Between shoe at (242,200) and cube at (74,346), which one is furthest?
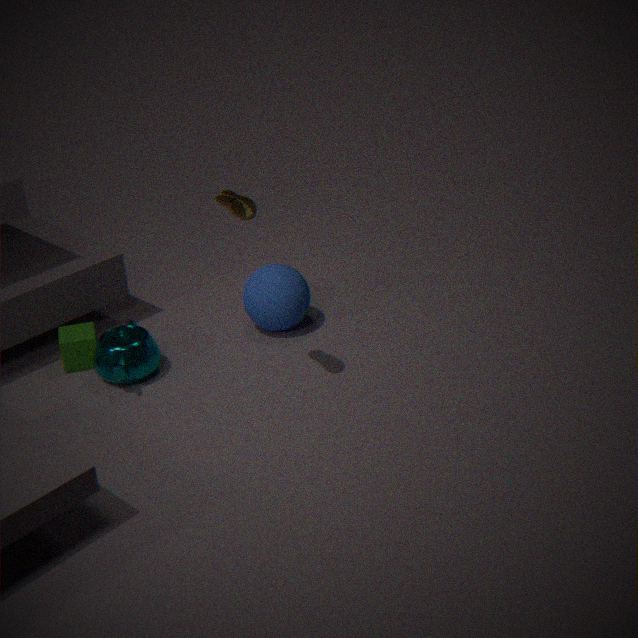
cube at (74,346)
